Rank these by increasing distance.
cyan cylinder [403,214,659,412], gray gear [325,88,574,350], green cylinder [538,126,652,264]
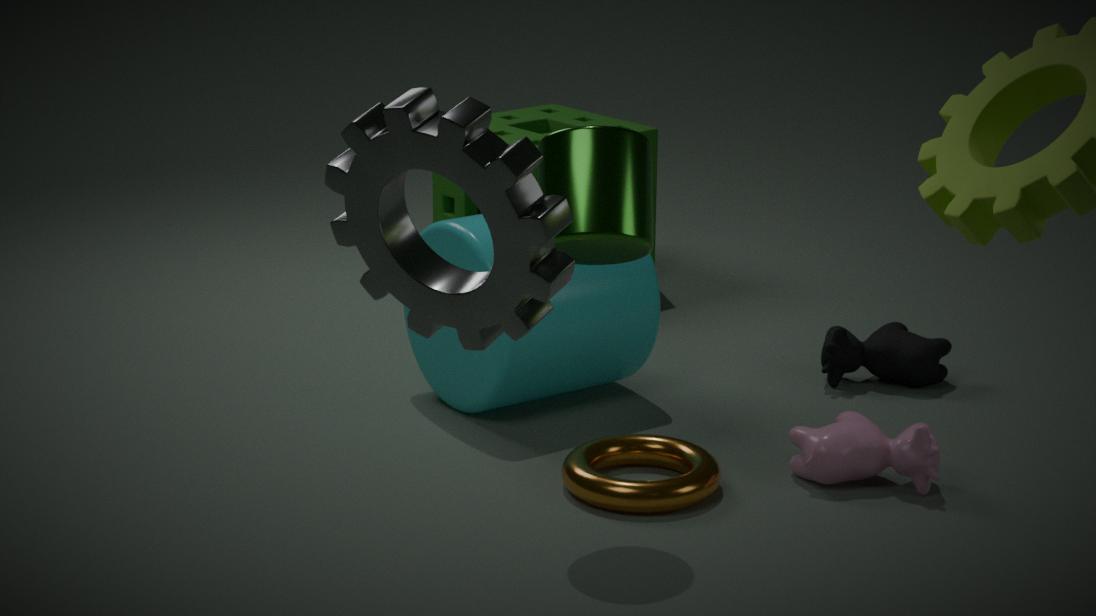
gray gear [325,88,574,350] → green cylinder [538,126,652,264] → cyan cylinder [403,214,659,412]
